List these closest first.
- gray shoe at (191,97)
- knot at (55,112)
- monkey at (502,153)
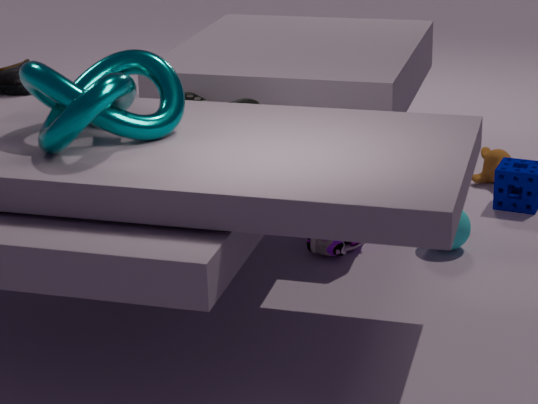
knot at (55,112), gray shoe at (191,97), monkey at (502,153)
